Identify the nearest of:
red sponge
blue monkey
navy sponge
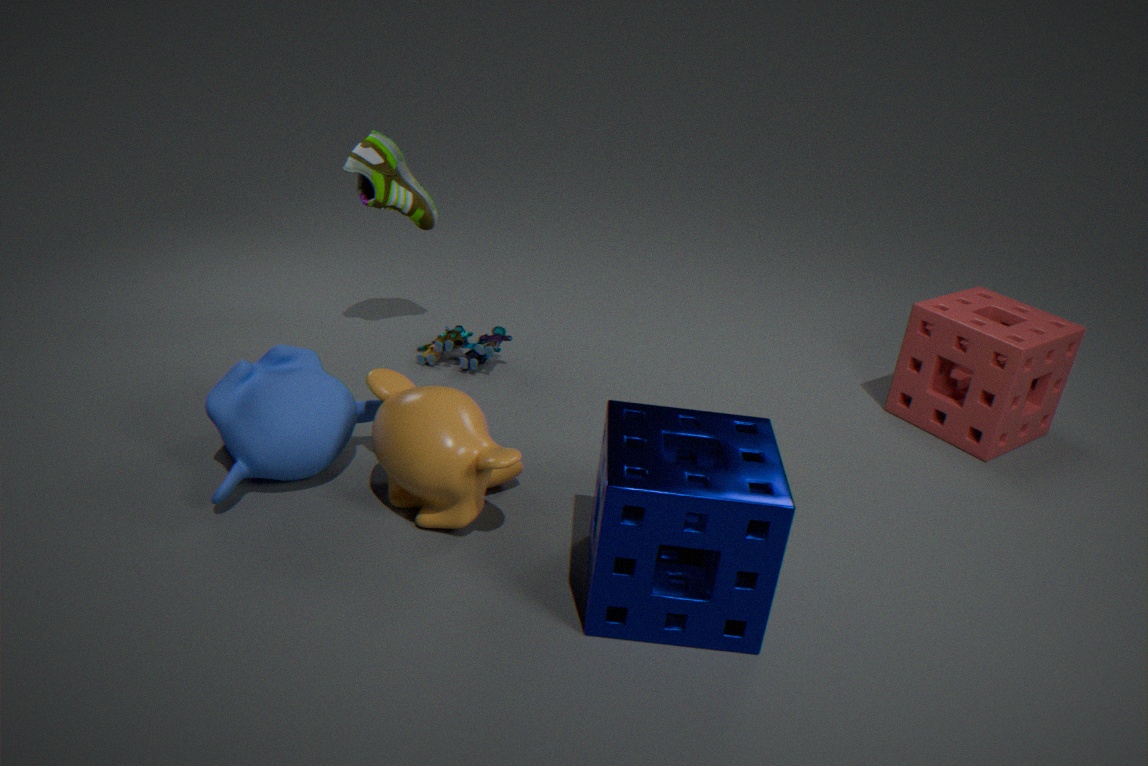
navy sponge
